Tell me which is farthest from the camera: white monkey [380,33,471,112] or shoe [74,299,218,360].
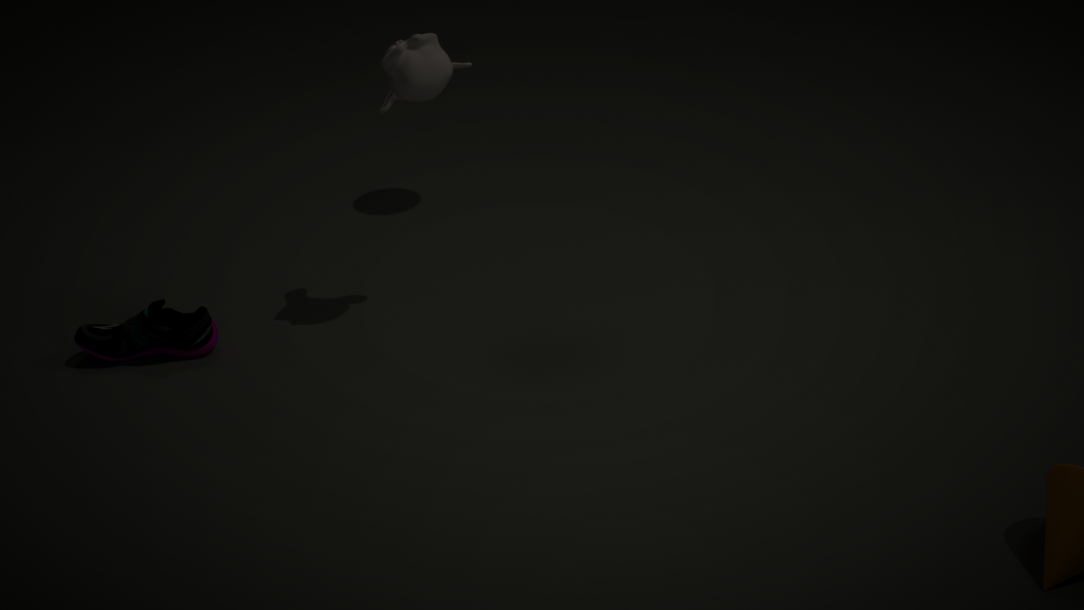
shoe [74,299,218,360]
